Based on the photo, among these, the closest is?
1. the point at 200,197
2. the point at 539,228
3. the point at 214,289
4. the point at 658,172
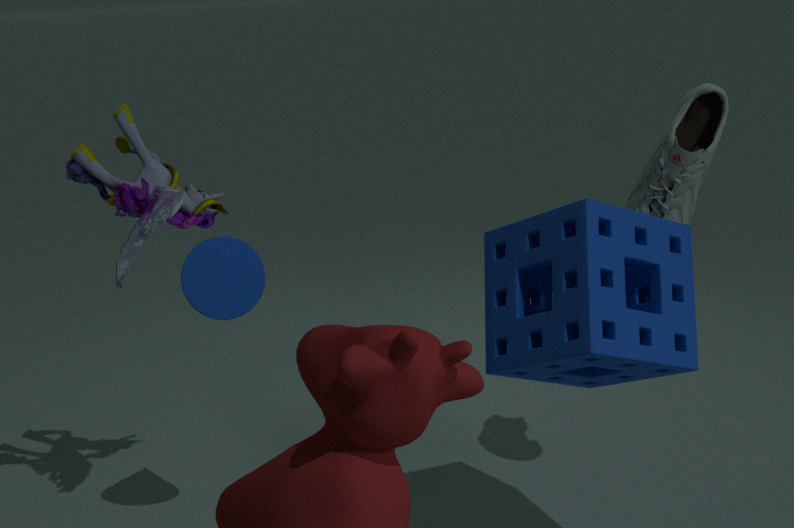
the point at 539,228
